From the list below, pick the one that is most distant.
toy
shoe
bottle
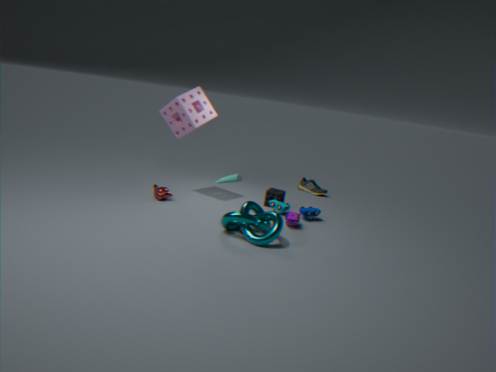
shoe
